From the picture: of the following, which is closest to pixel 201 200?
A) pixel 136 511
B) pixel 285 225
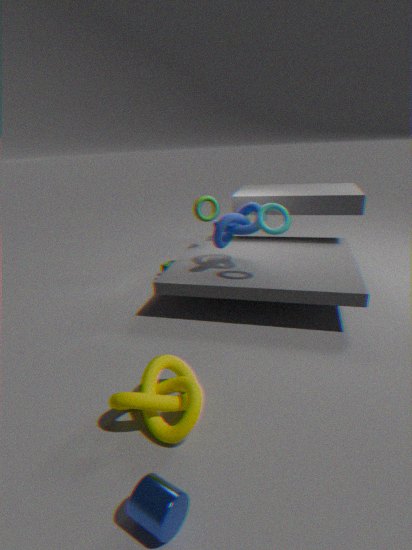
pixel 285 225
